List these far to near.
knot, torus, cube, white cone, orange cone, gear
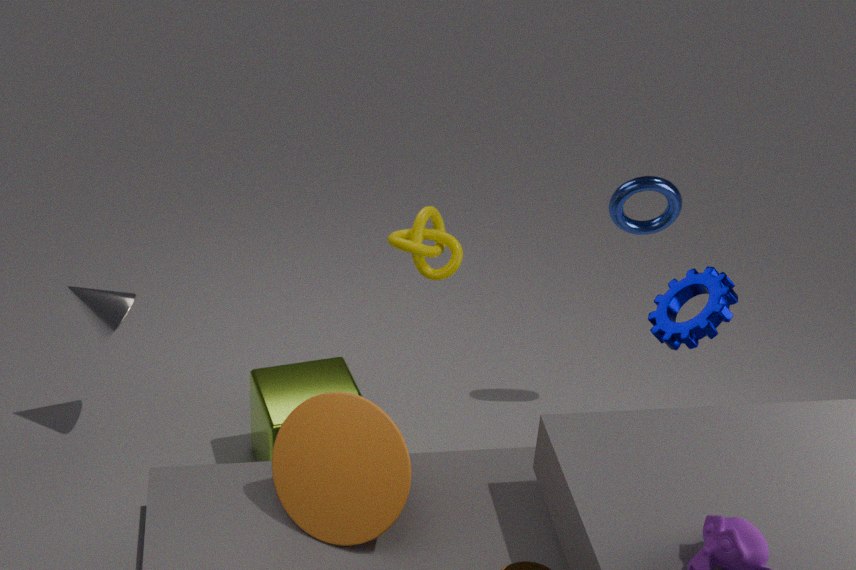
torus → white cone → cube → knot → gear → orange cone
